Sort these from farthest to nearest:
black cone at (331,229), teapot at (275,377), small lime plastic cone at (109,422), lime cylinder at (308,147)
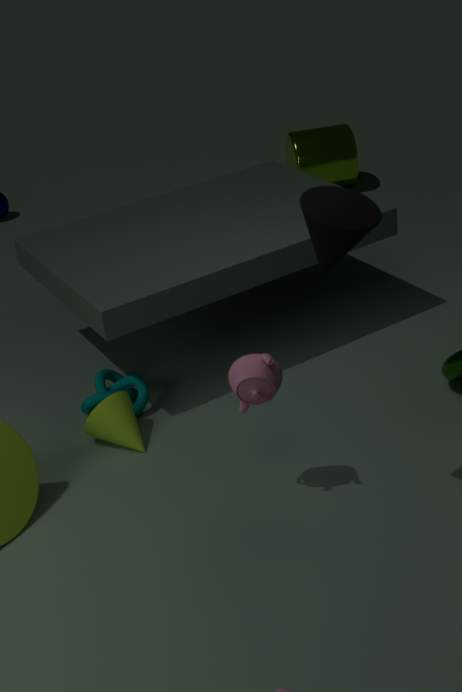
lime cylinder at (308,147)
small lime plastic cone at (109,422)
teapot at (275,377)
black cone at (331,229)
